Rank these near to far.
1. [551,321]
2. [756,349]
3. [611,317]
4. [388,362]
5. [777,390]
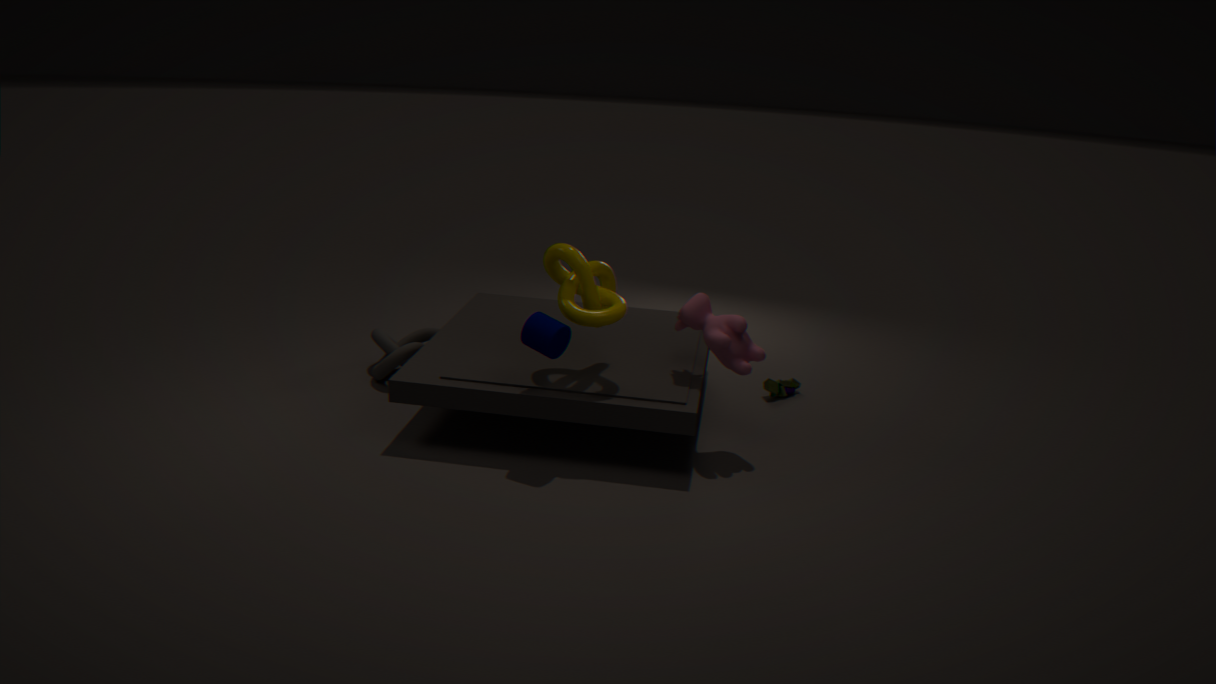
[551,321] → [611,317] → [756,349] → [388,362] → [777,390]
